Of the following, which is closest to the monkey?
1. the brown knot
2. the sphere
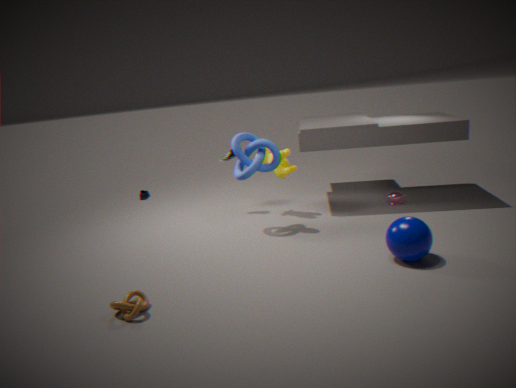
the sphere
